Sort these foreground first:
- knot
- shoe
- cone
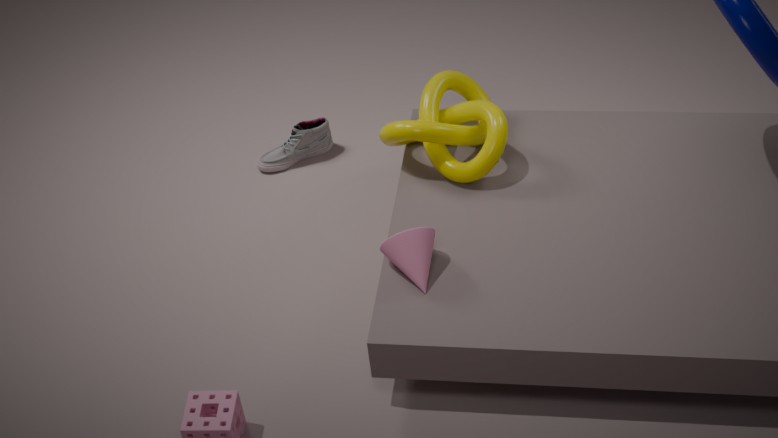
cone, knot, shoe
